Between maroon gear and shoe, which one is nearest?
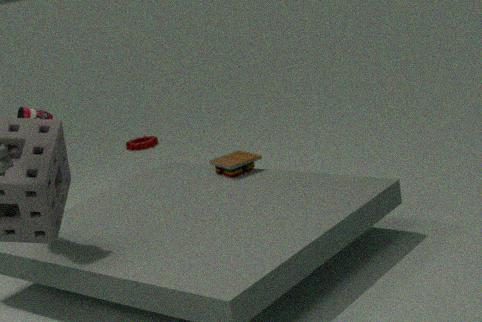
shoe
